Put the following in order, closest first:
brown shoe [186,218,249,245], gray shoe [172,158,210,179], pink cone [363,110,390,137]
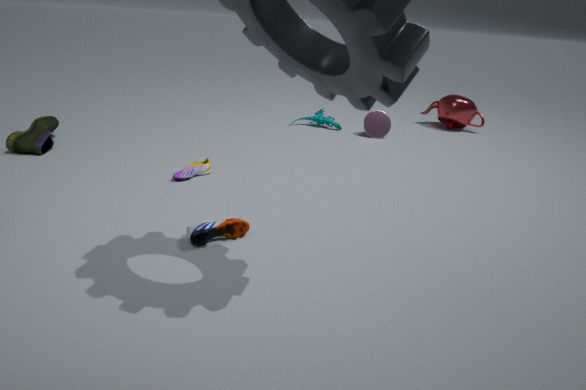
brown shoe [186,218,249,245] < gray shoe [172,158,210,179] < pink cone [363,110,390,137]
